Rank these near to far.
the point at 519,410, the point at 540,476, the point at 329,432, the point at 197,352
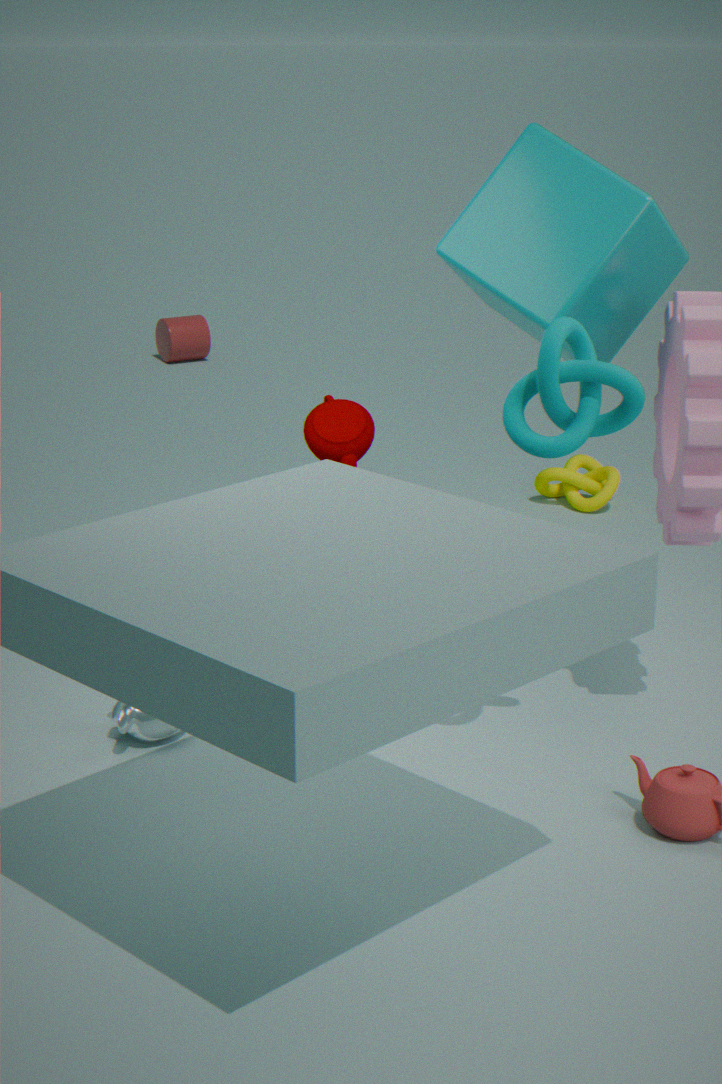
the point at 519,410 → the point at 329,432 → the point at 540,476 → the point at 197,352
